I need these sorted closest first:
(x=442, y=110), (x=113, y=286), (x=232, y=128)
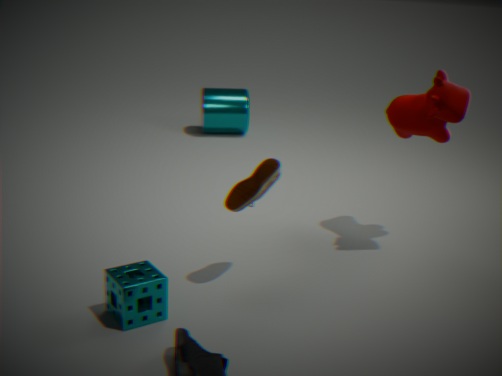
(x=113, y=286)
(x=442, y=110)
(x=232, y=128)
